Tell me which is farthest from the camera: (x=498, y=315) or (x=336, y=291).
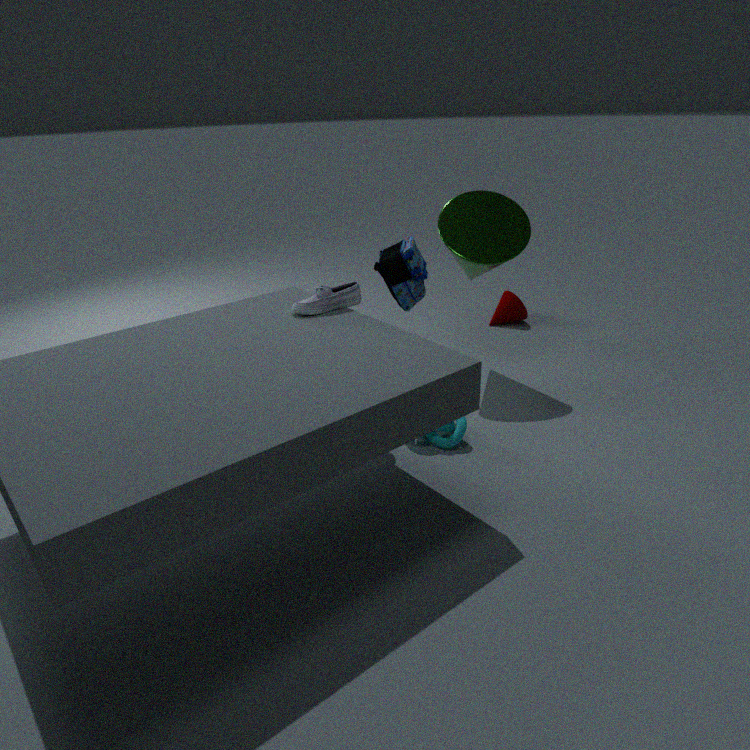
(x=498, y=315)
